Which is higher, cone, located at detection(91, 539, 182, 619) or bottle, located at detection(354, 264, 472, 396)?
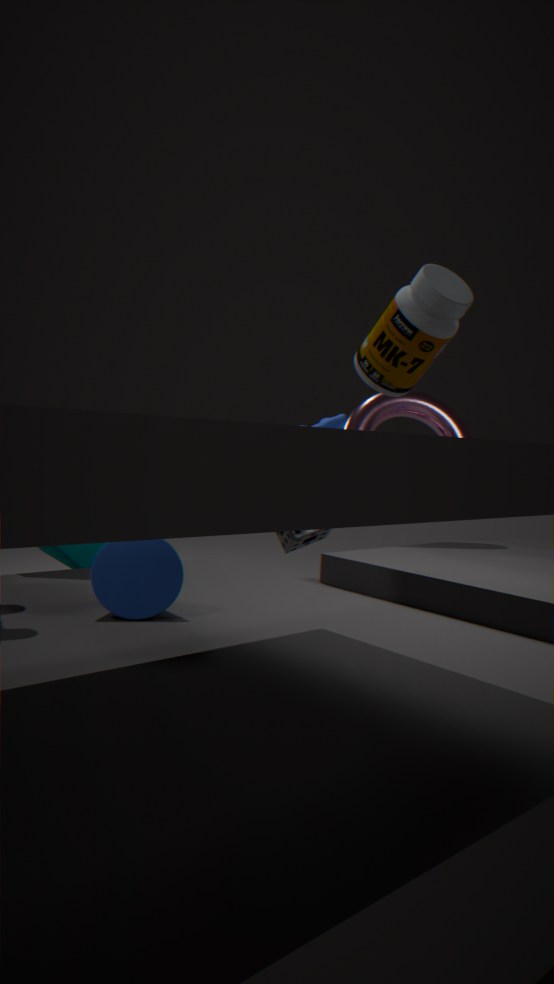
bottle, located at detection(354, 264, 472, 396)
